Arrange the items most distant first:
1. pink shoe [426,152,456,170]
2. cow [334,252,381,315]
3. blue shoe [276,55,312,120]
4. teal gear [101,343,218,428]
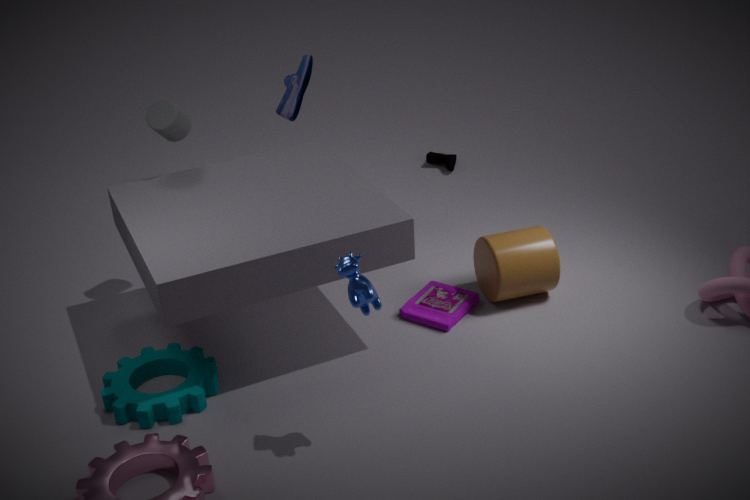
pink shoe [426,152,456,170], blue shoe [276,55,312,120], teal gear [101,343,218,428], cow [334,252,381,315]
